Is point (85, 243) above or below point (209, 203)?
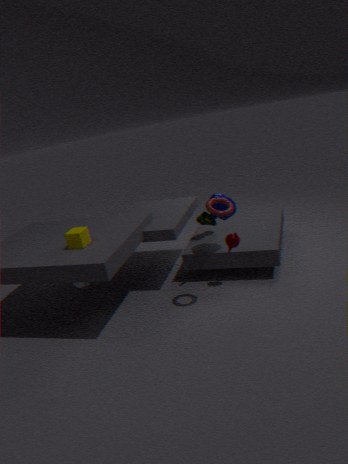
below
